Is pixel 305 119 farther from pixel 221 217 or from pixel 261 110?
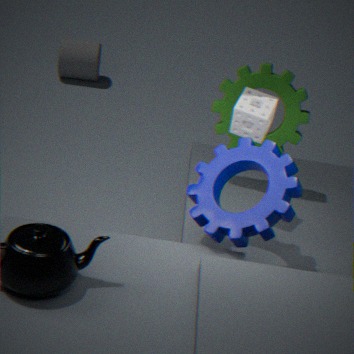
pixel 221 217
